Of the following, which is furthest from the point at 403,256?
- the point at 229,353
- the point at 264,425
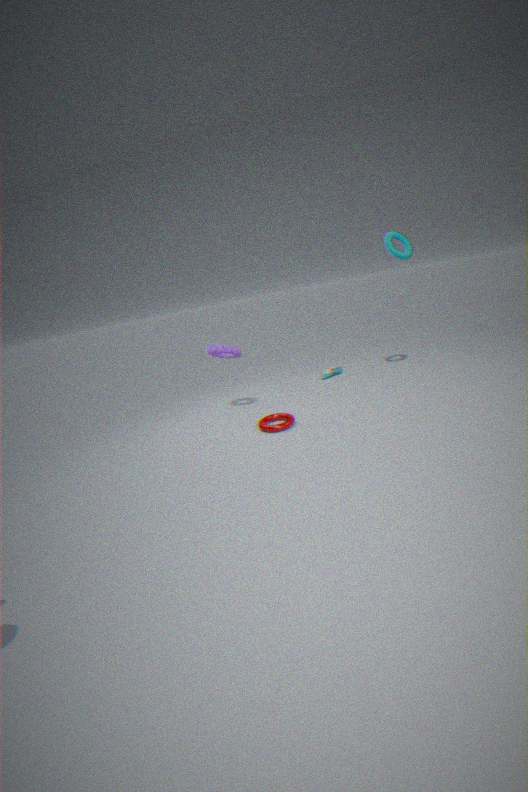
the point at 264,425
